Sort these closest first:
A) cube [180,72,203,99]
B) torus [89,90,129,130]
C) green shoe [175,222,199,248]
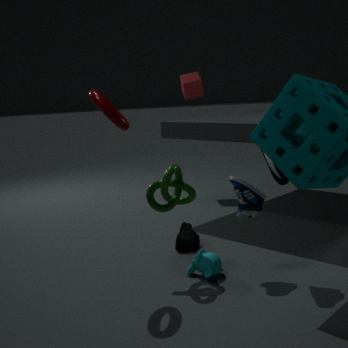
torus [89,90,129,130] < green shoe [175,222,199,248] < cube [180,72,203,99]
